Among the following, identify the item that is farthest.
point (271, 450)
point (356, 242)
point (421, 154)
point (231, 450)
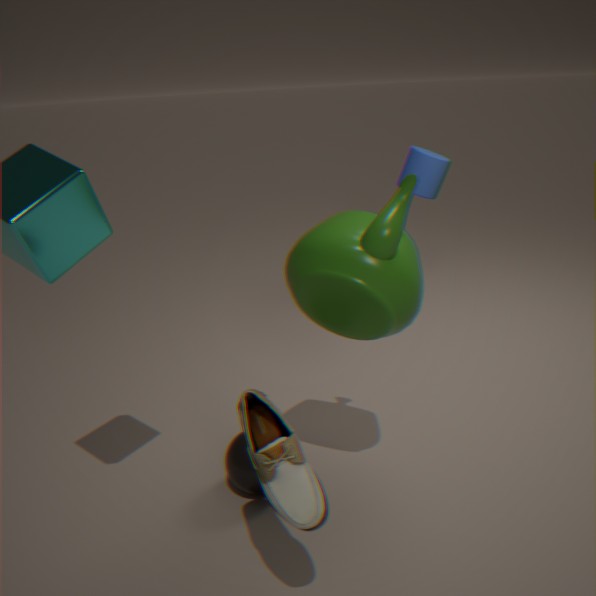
point (421, 154)
